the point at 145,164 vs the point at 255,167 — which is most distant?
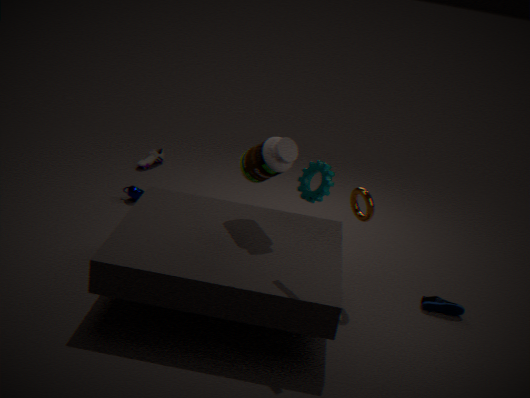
the point at 145,164
